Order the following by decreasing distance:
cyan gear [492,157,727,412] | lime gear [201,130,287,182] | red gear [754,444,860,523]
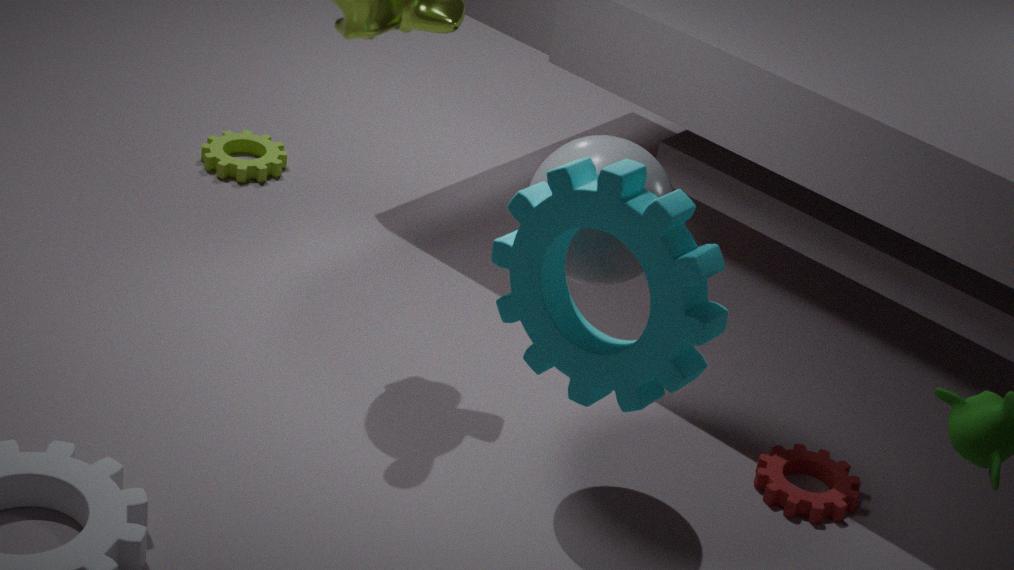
lime gear [201,130,287,182] → red gear [754,444,860,523] → cyan gear [492,157,727,412]
